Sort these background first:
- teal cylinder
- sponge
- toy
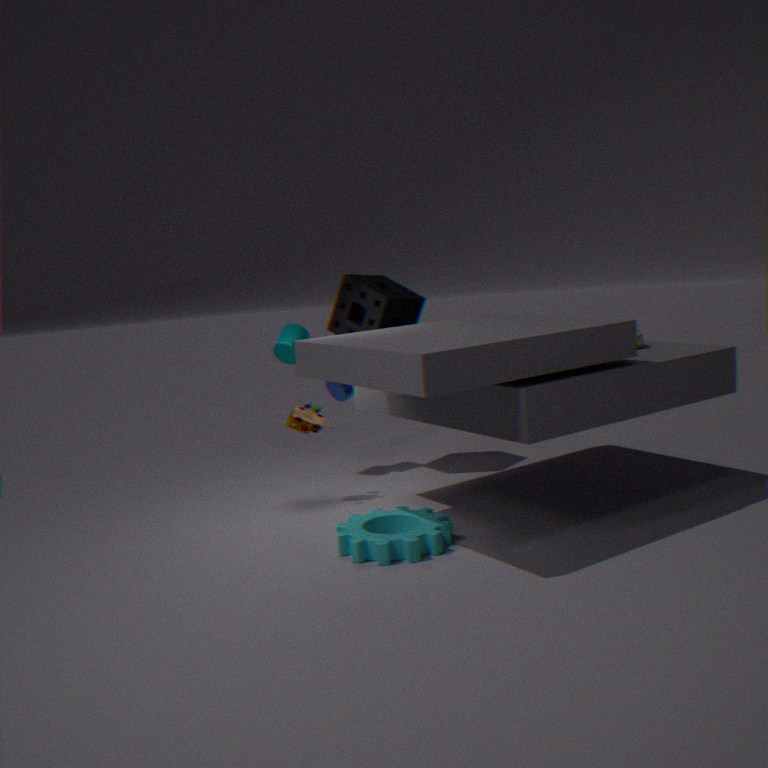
teal cylinder, sponge, toy
